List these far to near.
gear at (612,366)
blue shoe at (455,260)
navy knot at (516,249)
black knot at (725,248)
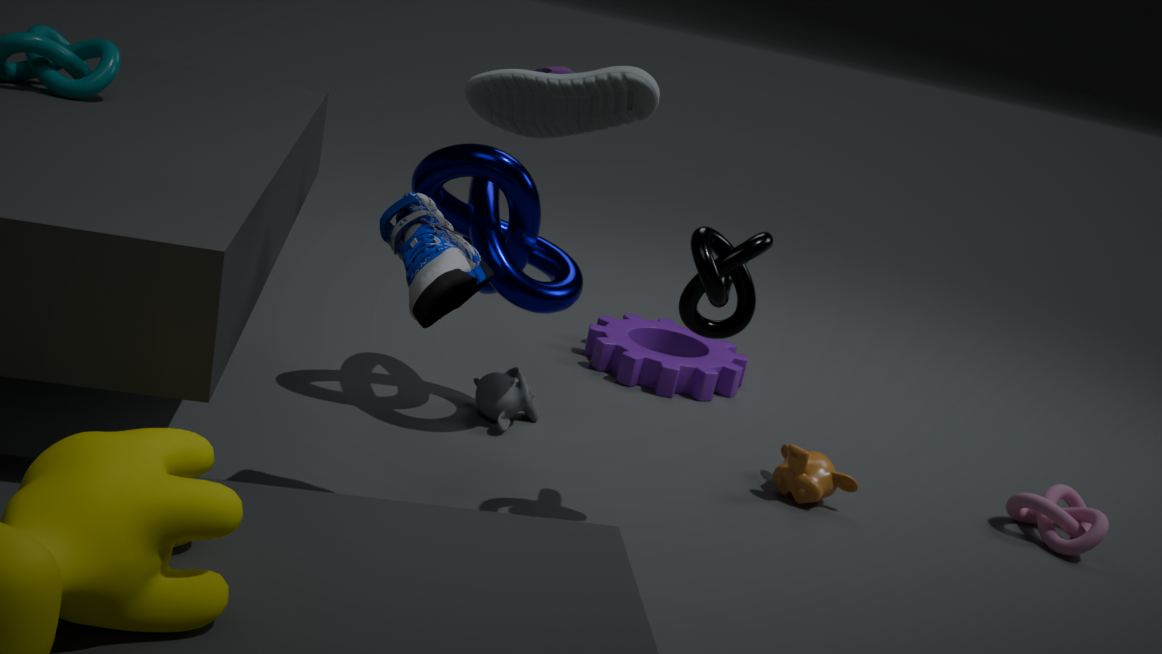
gear at (612,366) < navy knot at (516,249) < black knot at (725,248) < blue shoe at (455,260)
